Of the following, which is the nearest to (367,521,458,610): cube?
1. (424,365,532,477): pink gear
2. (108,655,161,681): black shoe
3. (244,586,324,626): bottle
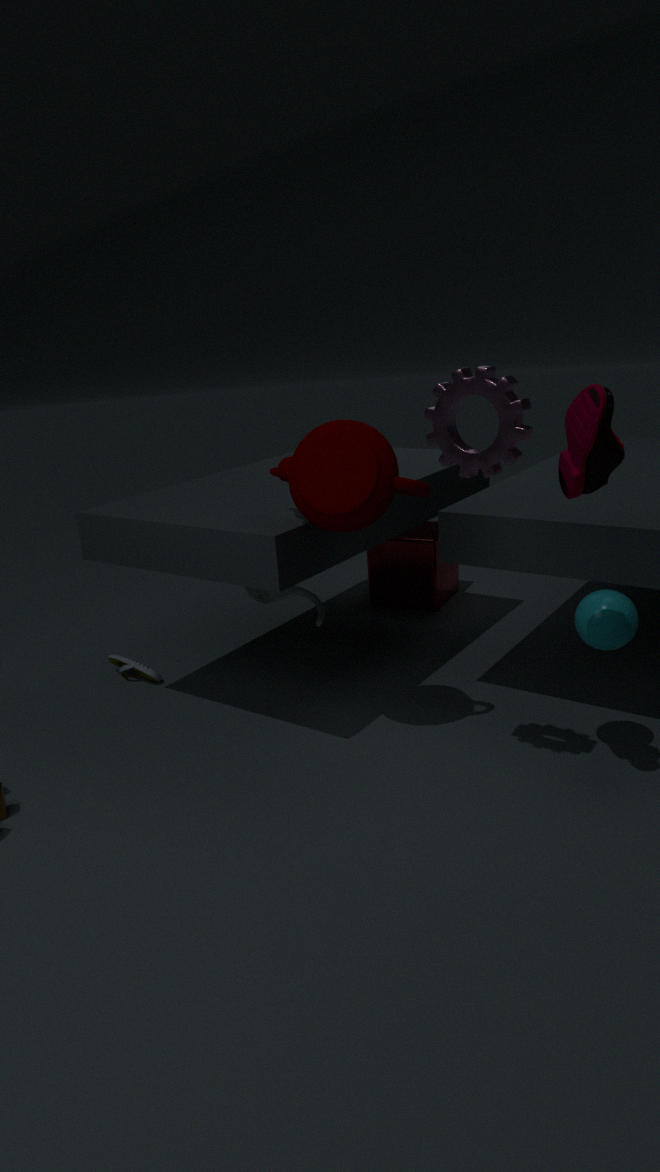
(244,586,324,626): bottle
